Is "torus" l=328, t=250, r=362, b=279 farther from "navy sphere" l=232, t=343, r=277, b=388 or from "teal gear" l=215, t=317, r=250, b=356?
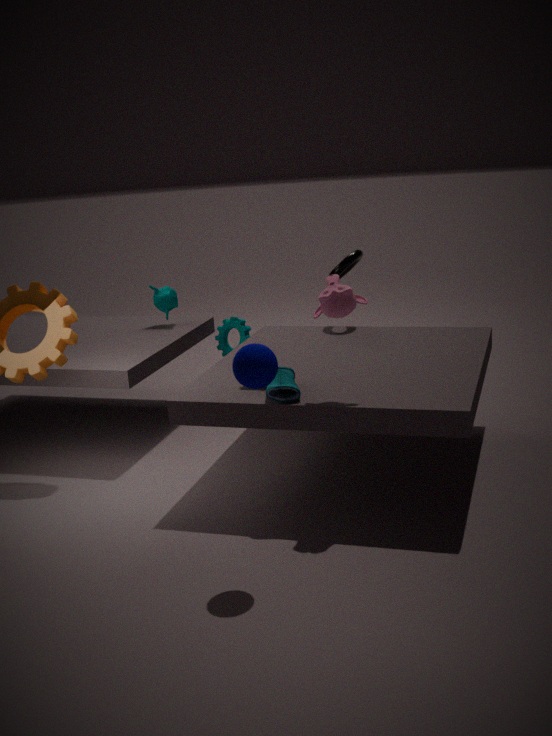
"navy sphere" l=232, t=343, r=277, b=388
